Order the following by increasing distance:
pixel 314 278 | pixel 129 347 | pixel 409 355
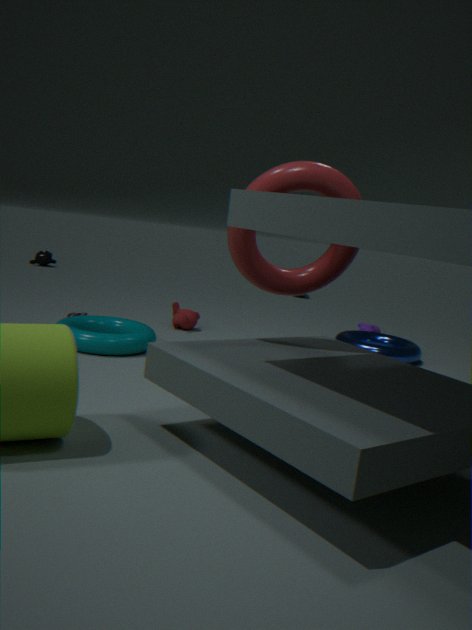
pixel 314 278, pixel 129 347, pixel 409 355
